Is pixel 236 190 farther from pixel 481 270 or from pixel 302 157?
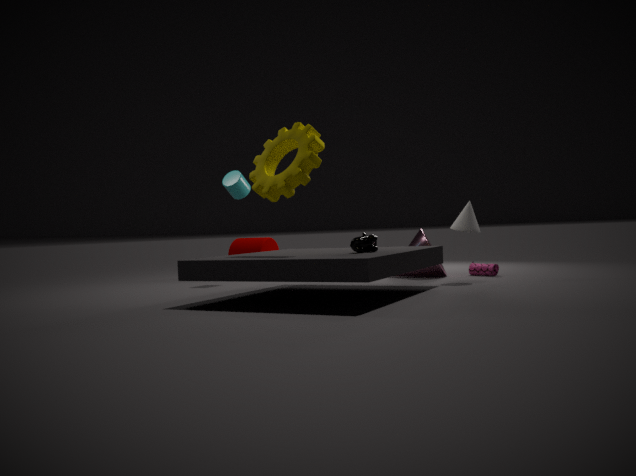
pixel 481 270
